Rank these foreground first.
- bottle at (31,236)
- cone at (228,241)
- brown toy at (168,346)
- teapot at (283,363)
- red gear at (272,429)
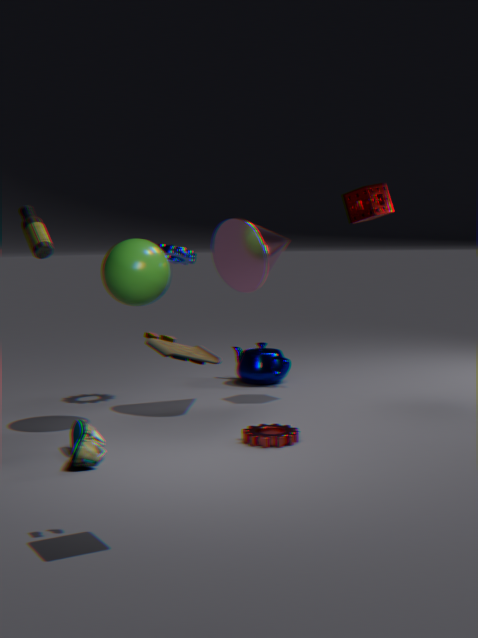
brown toy at (168,346), bottle at (31,236), red gear at (272,429), cone at (228,241), teapot at (283,363)
